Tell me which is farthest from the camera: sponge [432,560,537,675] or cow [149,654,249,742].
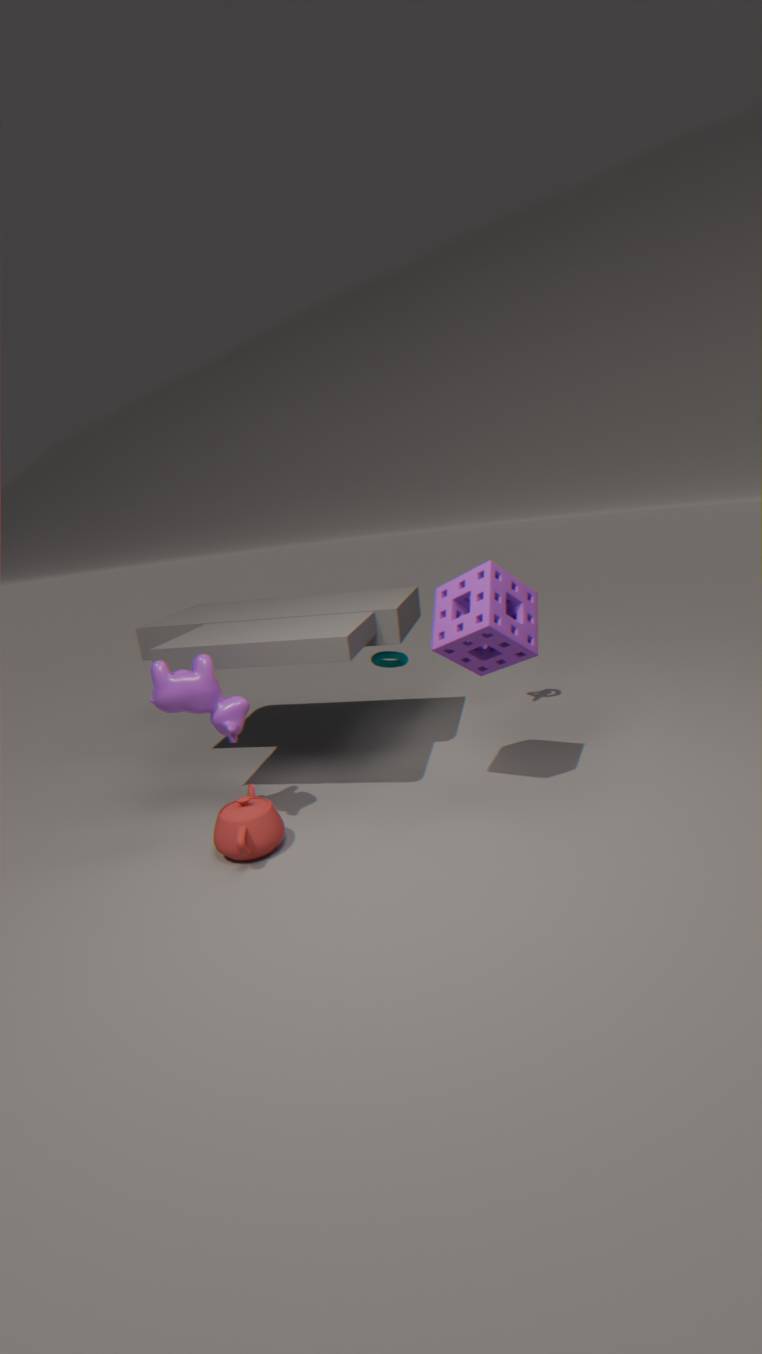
cow [149,654,249,742]
